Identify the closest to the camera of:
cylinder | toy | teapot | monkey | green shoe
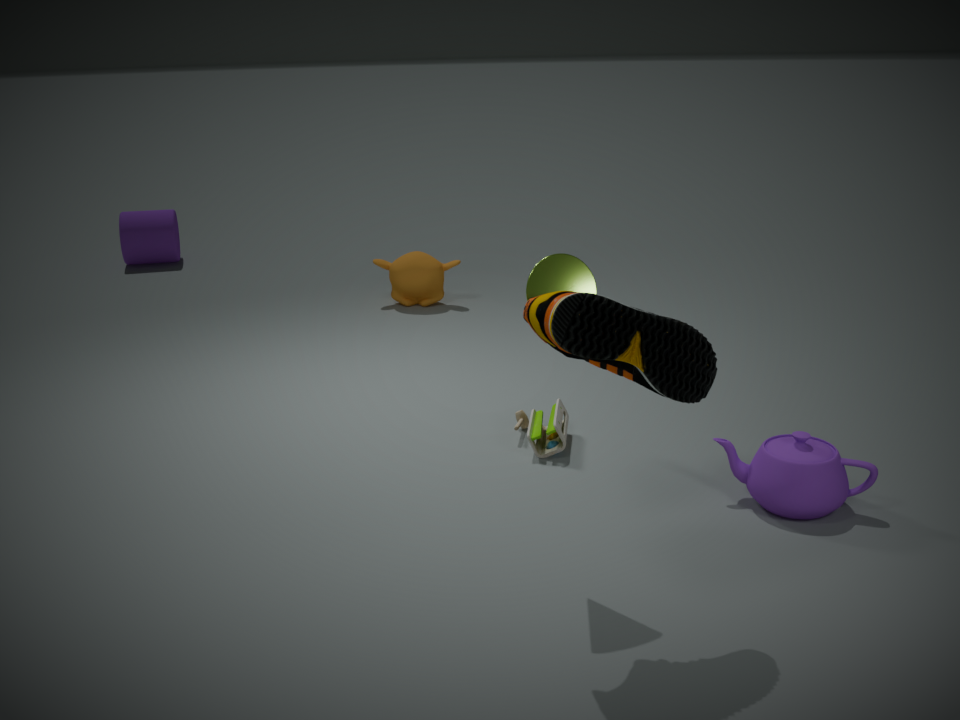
green shoe
